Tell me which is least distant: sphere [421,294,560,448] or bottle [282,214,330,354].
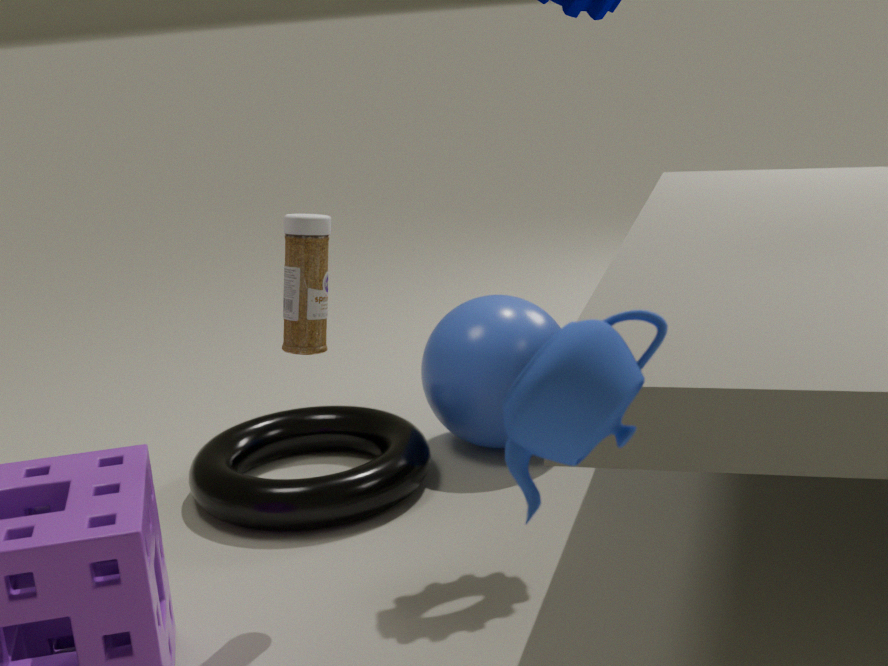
bottle [282,214,330,354]
